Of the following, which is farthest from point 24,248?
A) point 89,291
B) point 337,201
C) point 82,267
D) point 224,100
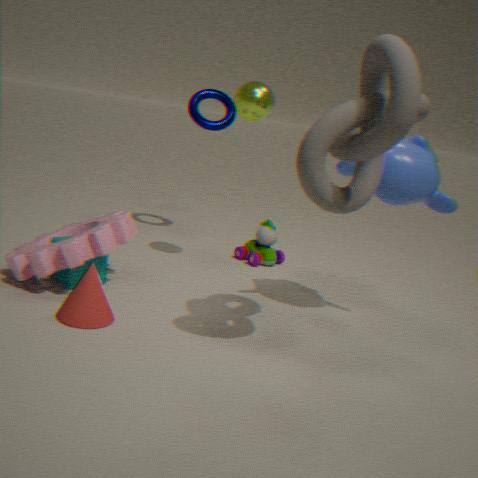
point 337,201
